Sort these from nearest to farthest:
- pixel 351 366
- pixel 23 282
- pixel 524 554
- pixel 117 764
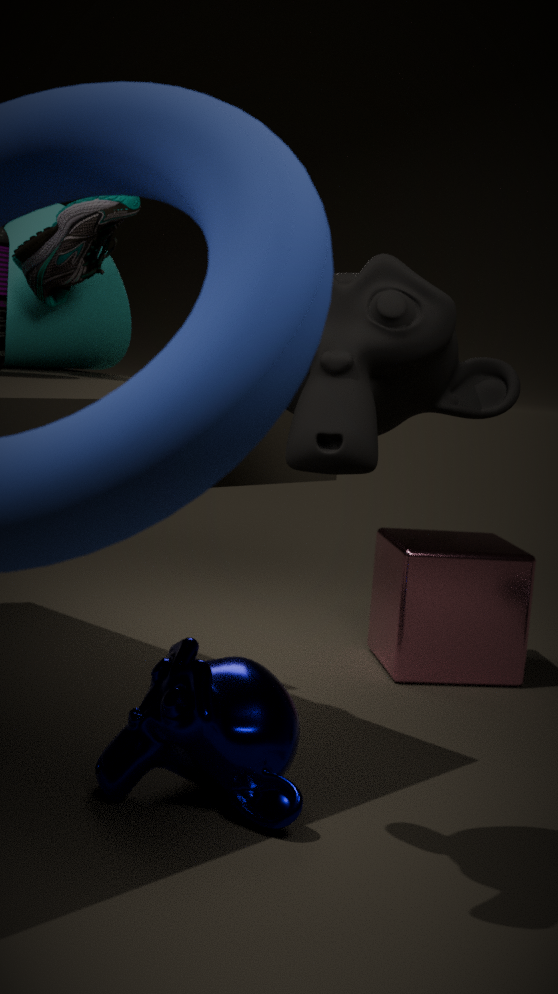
1. pixel 351 366
2. pixel 117 764
3. pixel 23 282
4. pixel 524 554
